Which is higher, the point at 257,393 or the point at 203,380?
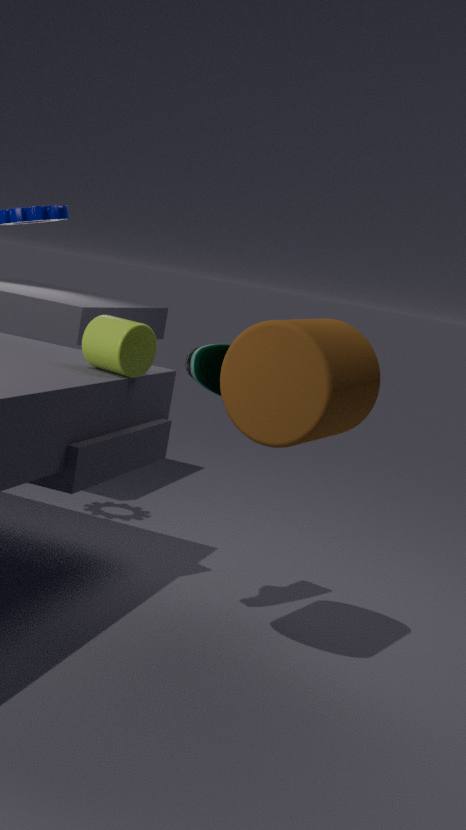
the point at 257,393
